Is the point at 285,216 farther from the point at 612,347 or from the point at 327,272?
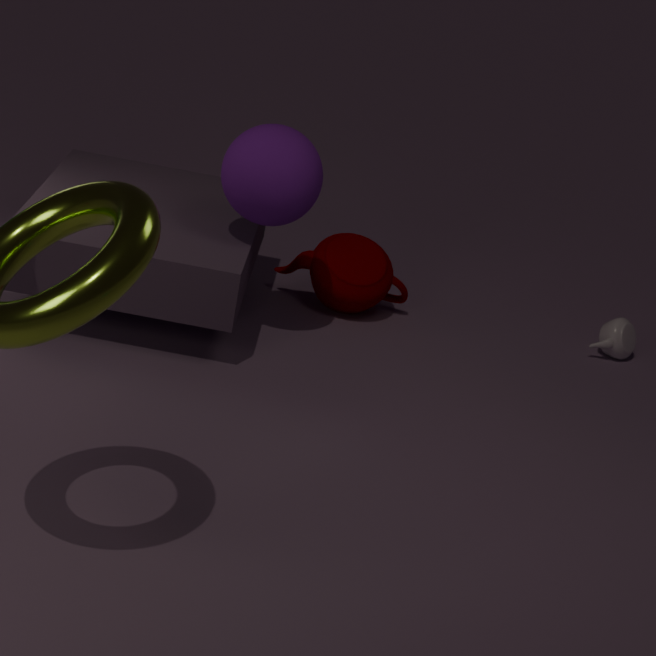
the point at 612,347
